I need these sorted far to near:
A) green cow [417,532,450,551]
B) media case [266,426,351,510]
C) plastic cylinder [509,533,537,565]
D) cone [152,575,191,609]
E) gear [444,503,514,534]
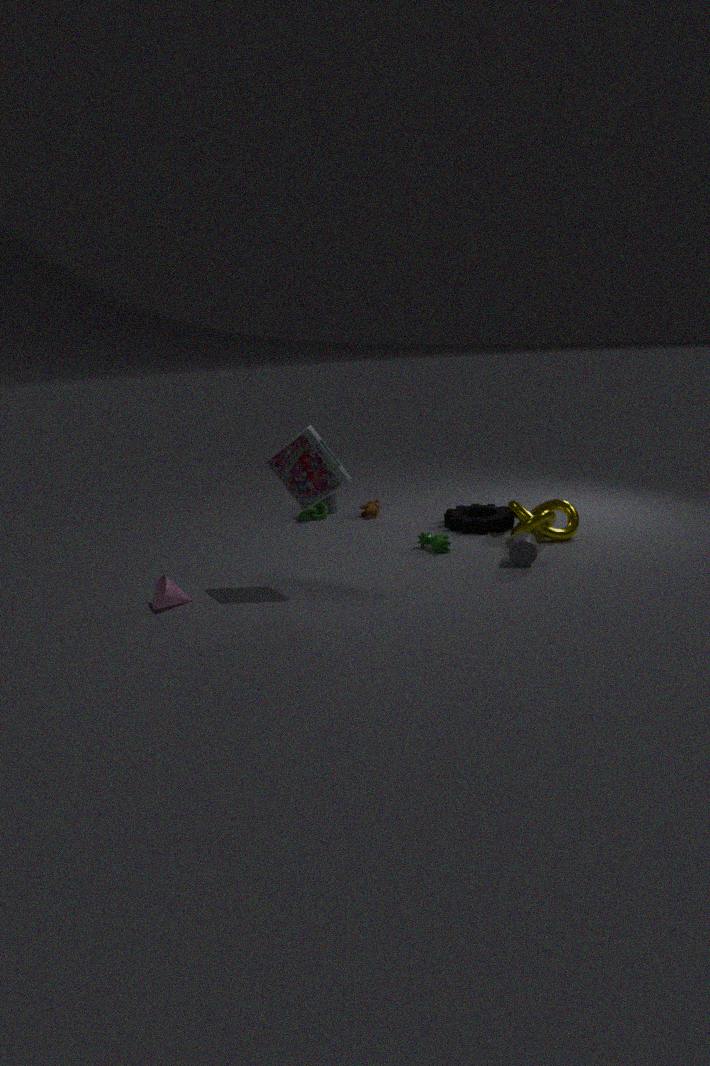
gear [444,503,514,534], green cow [417,532,450,551], plastic cylinder [509,533,537,565], cone [152,575,191,609], media case [266,426,351,510]
